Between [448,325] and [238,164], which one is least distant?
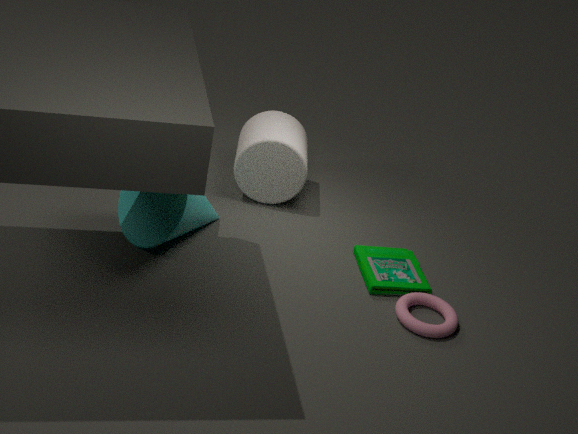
[448,325]
